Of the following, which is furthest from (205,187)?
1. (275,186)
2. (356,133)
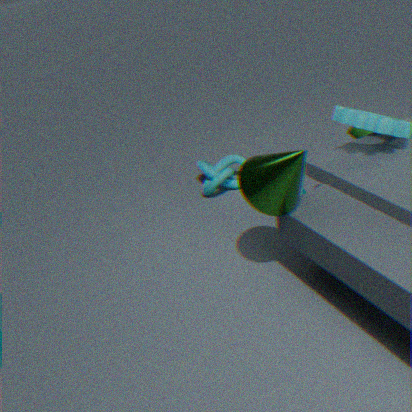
(275,186)
